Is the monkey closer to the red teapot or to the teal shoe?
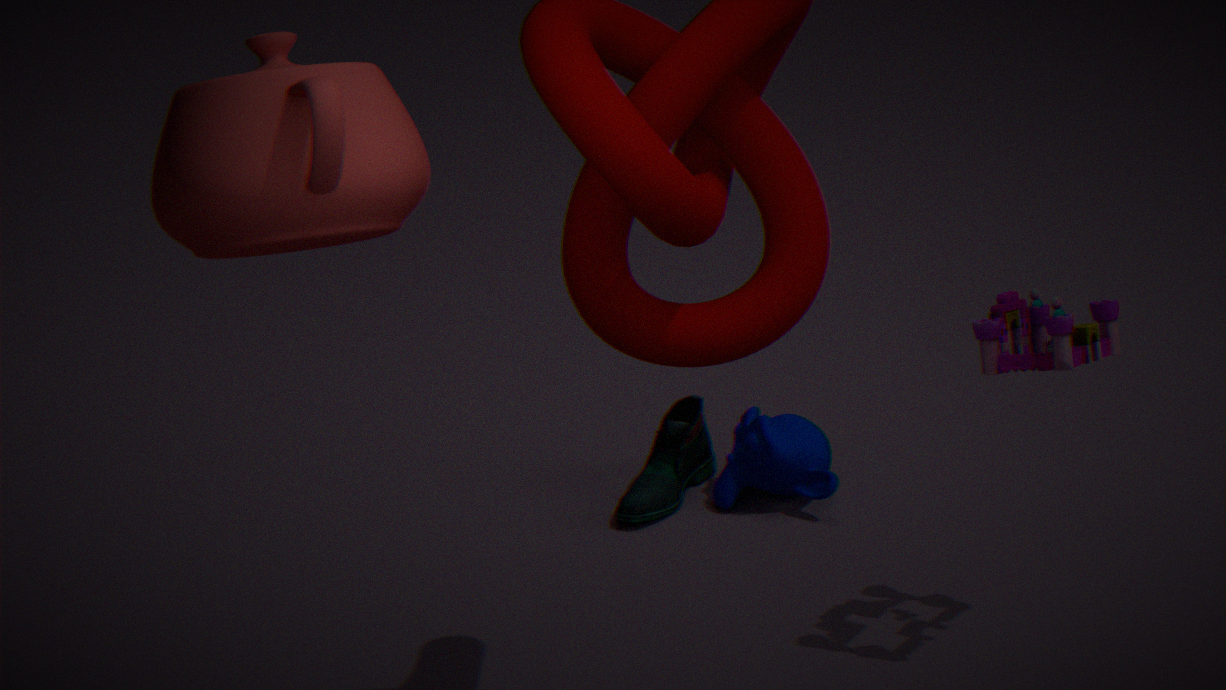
the teal shoe
